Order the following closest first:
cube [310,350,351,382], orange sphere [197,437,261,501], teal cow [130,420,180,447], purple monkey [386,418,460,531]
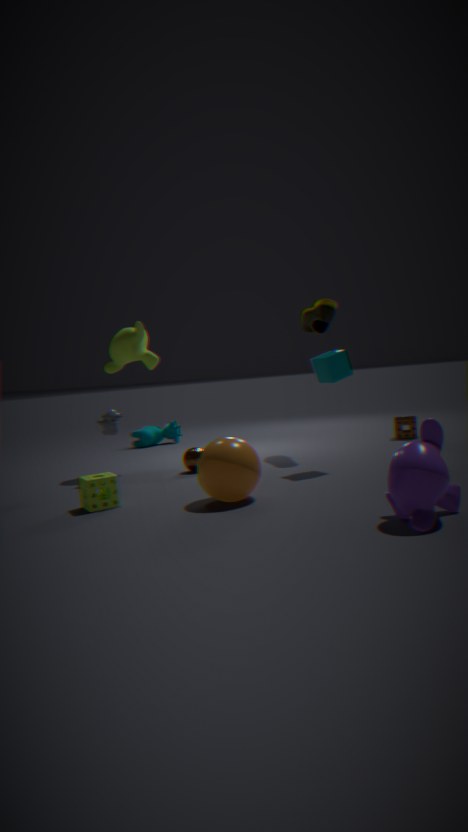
purple monkey [386,418,460,531] < orange sphere [197,437,261,501] < cube [310,350,351,382] < teal cow [130,420,180,447]
